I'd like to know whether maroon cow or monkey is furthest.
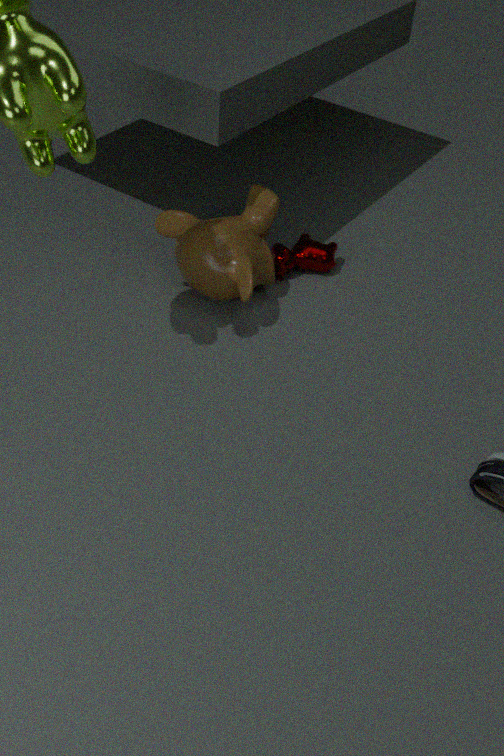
maroon cow
